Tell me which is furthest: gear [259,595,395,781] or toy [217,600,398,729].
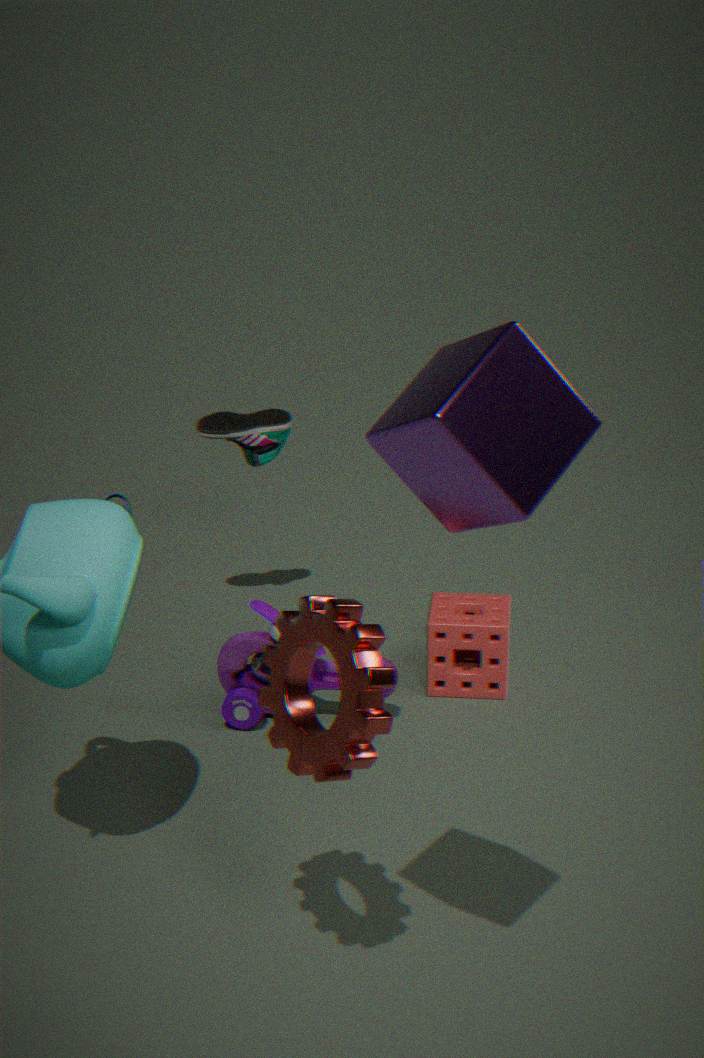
toy [217,600,398,729]
